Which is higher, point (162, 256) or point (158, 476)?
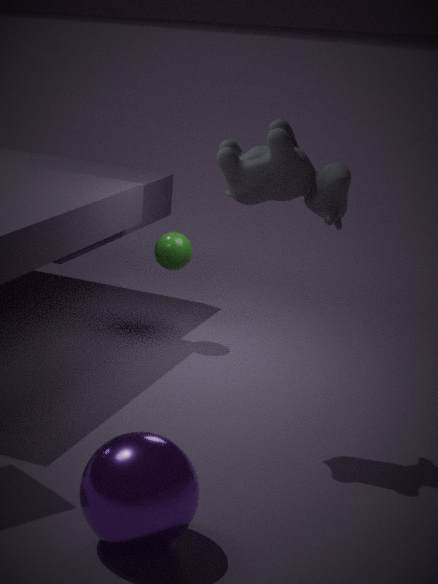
point (162, 256)
